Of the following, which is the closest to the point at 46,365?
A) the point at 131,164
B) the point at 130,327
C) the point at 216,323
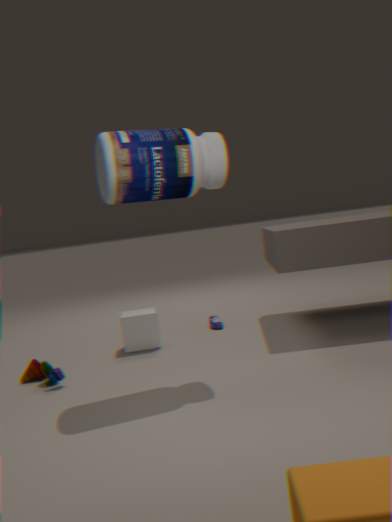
the point at 130,327
